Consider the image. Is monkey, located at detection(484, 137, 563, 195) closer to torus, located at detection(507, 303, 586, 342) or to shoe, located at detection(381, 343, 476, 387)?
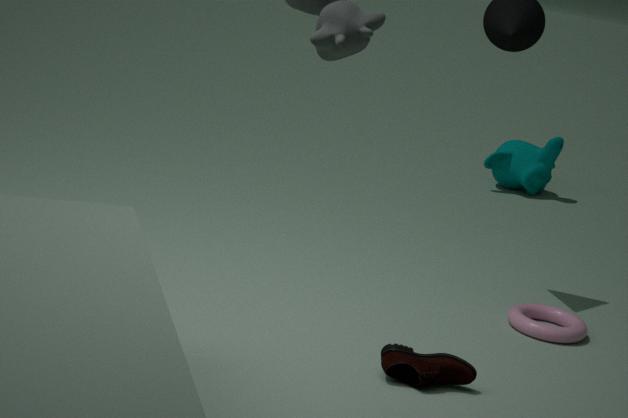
torus, located at detection(507, 303, 586, 342)
